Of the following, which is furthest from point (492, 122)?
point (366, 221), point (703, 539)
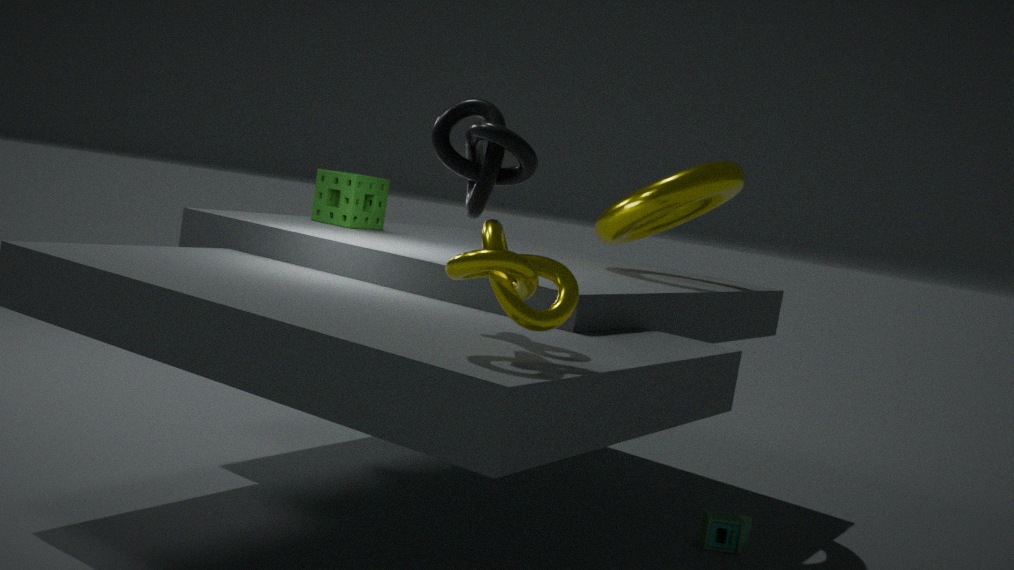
point (703, 539)
